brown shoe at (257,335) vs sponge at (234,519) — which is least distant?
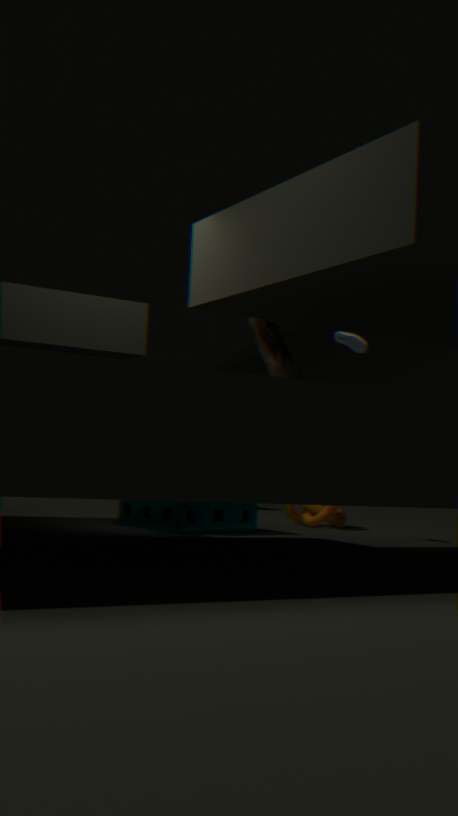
sponge at (234,519)
